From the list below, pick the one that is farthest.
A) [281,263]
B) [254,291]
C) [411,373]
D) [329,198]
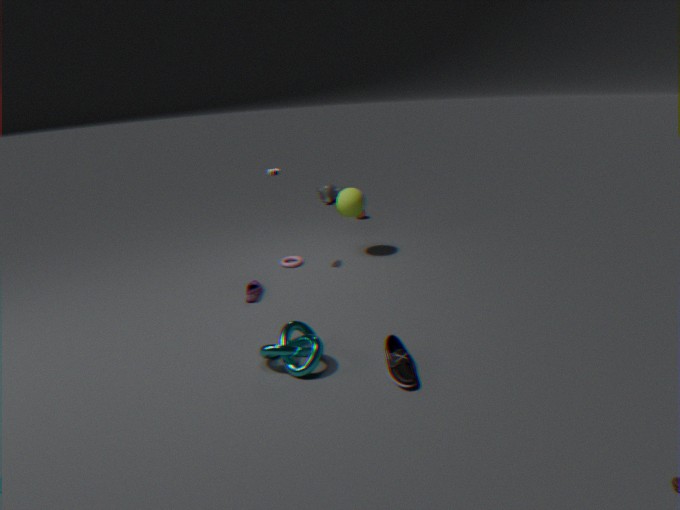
[329,198]
